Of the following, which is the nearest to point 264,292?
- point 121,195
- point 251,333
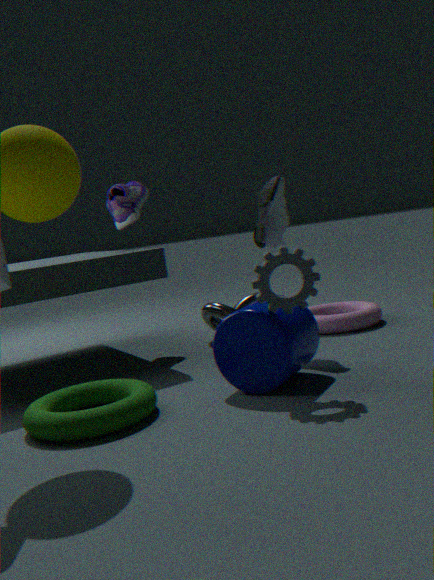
point 251,333
